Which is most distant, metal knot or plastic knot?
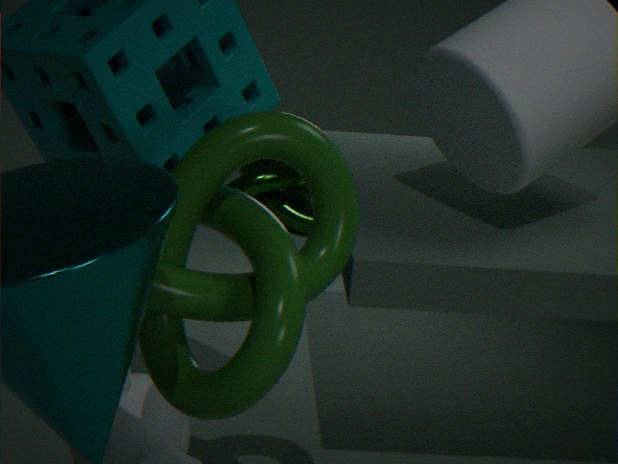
metal knot
